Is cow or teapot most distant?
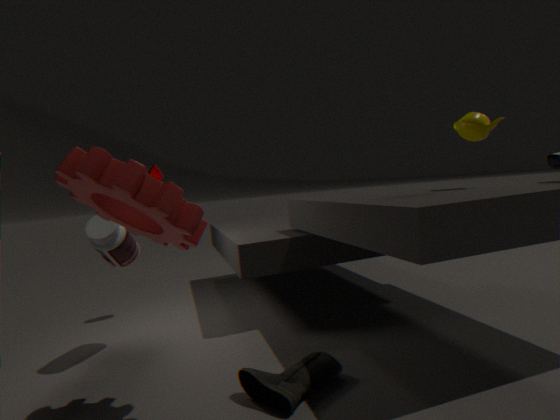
cow
